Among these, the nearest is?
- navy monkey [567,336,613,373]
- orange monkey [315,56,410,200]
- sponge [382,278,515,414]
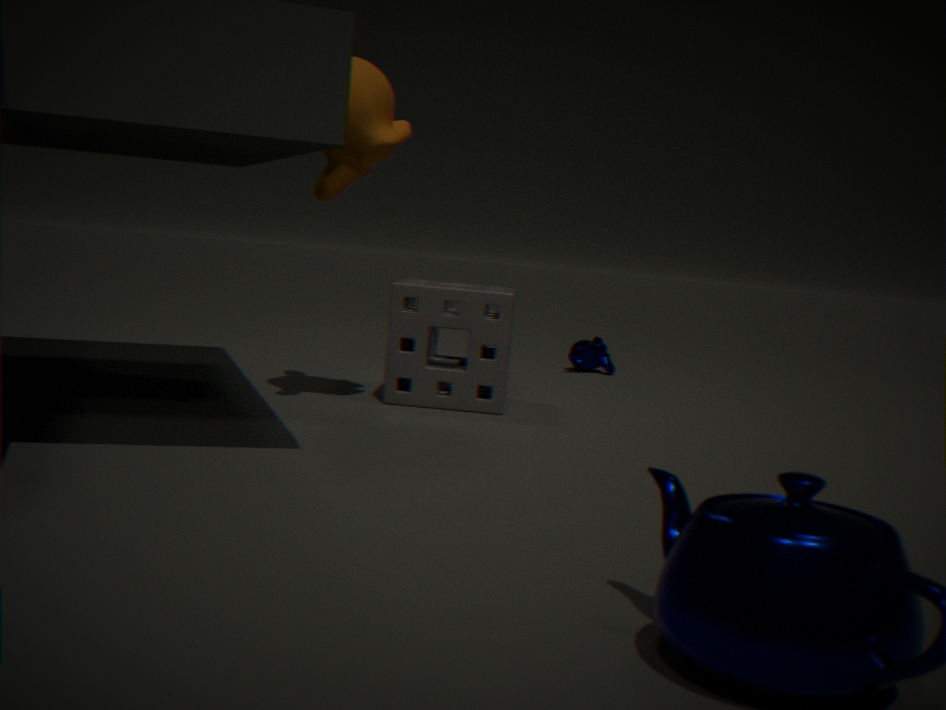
orange monkey [315,56,410,200]
